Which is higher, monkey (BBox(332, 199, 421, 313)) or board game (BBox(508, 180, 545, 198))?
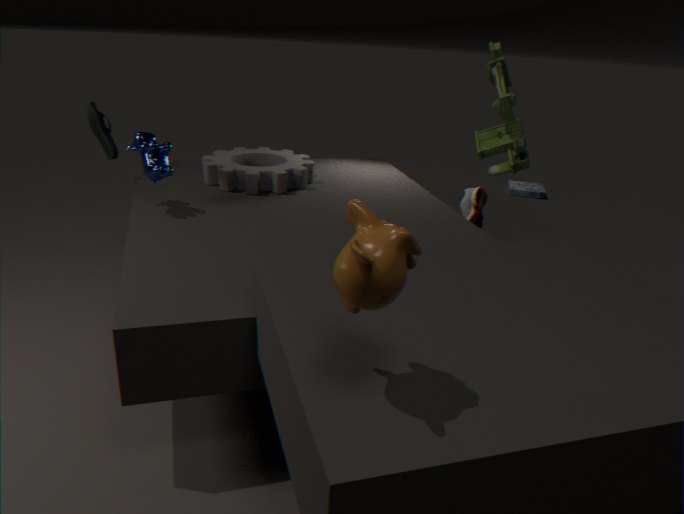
monkey (BBox(332, 199, 421, 313))
